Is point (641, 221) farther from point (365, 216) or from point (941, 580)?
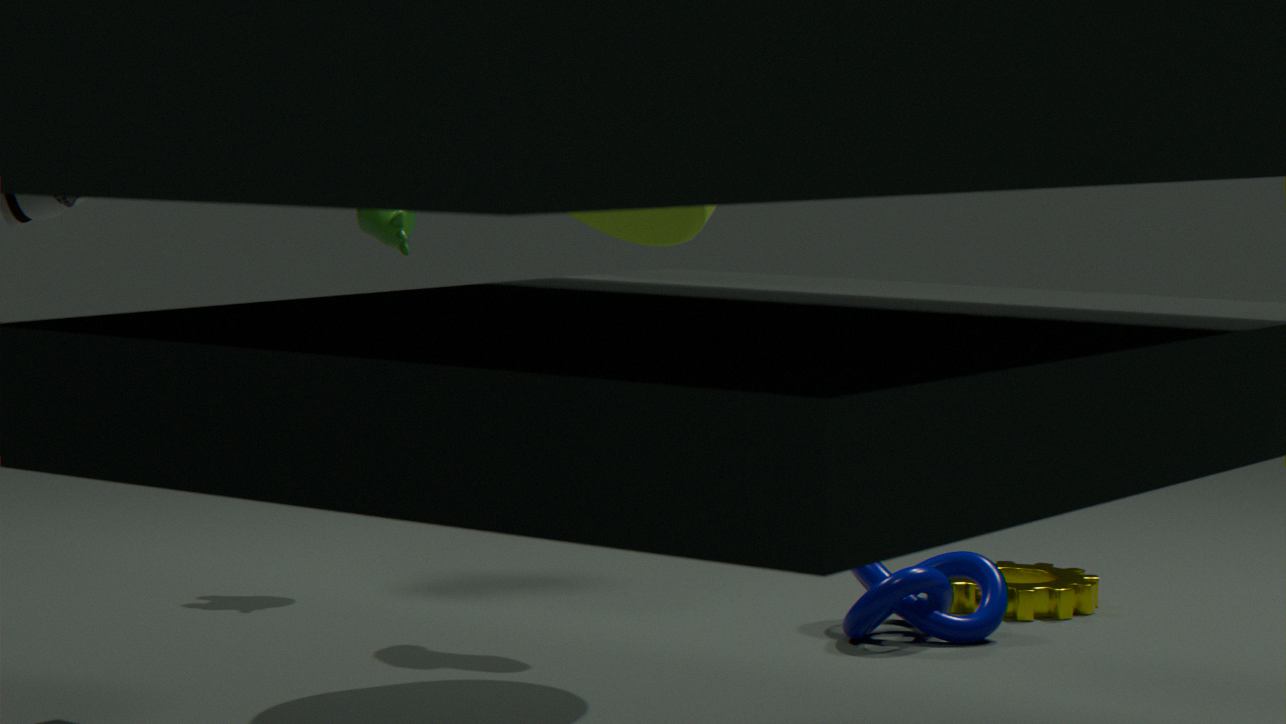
point (941, 580)
